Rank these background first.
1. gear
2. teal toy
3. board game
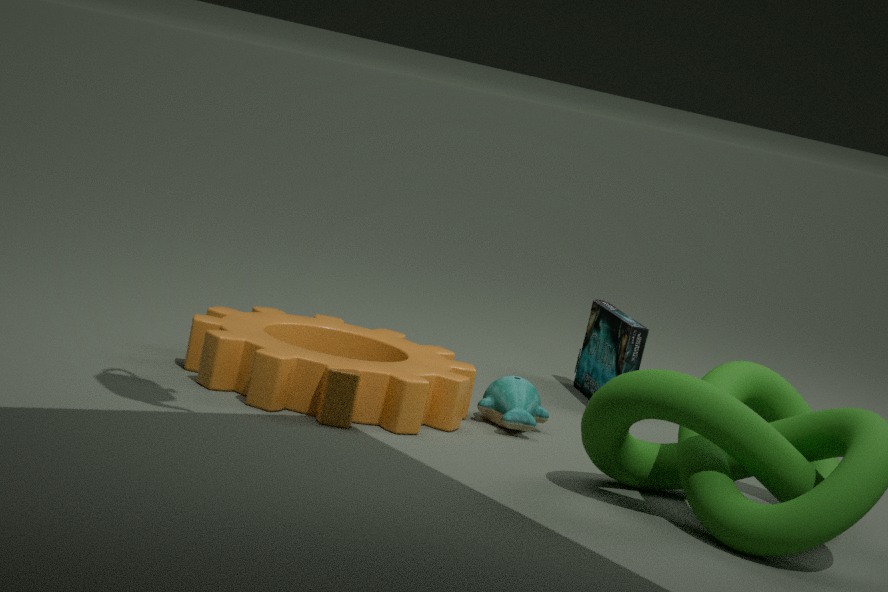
board game
teal toy
gear
